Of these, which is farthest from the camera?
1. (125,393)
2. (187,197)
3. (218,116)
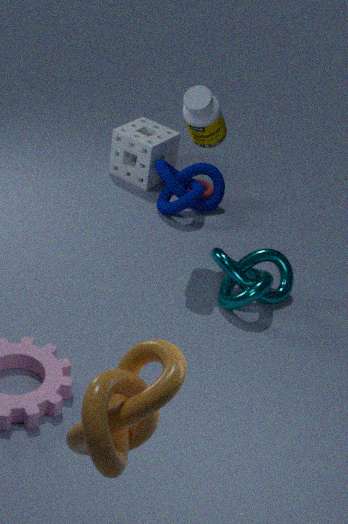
(187,197)
